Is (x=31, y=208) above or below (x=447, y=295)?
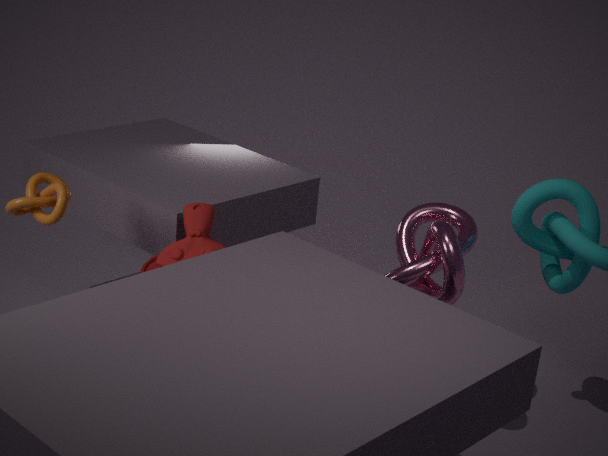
above
